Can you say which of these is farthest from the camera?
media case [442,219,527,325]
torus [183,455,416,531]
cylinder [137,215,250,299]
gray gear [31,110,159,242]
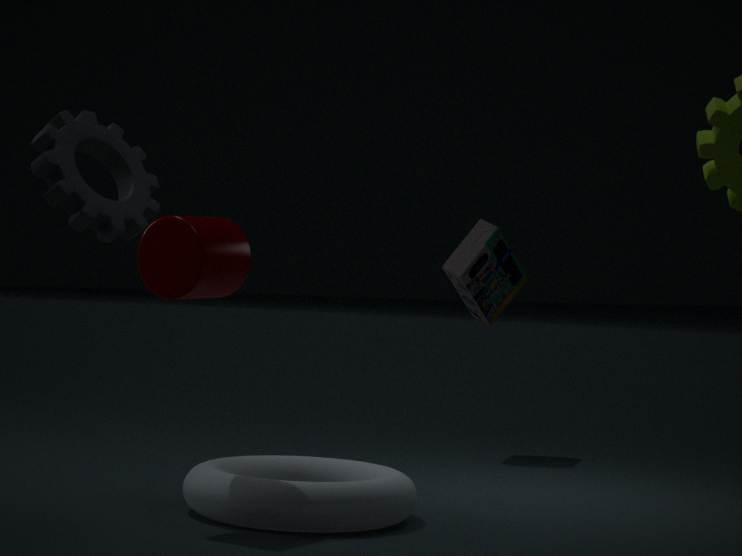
media case [442,219,527,325]
